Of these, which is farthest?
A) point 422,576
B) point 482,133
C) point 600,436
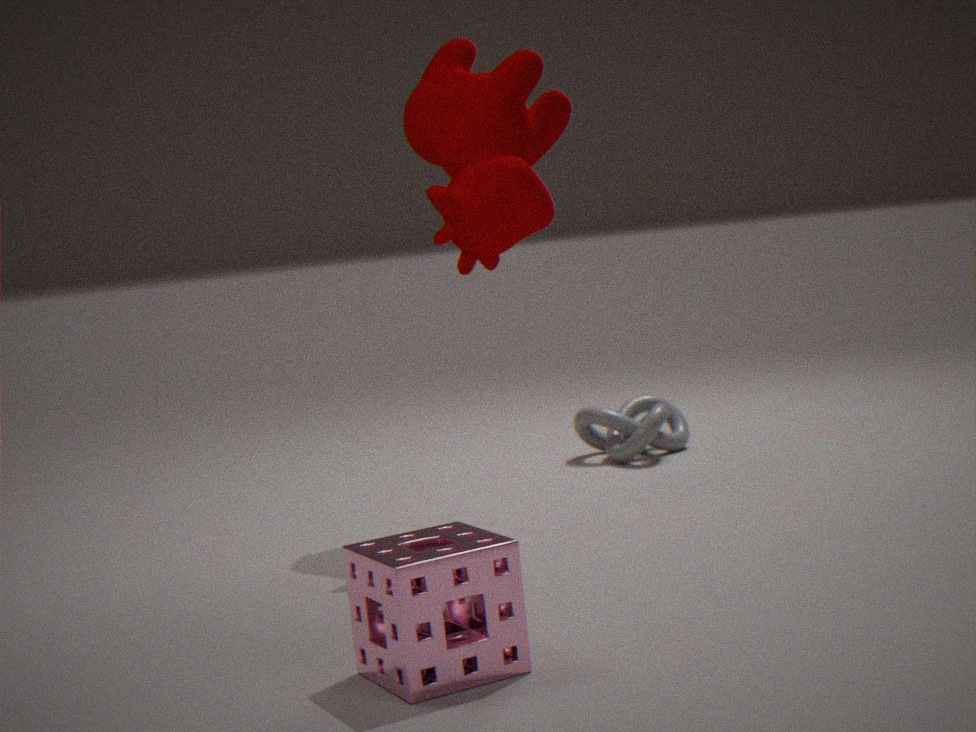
point 600,436
